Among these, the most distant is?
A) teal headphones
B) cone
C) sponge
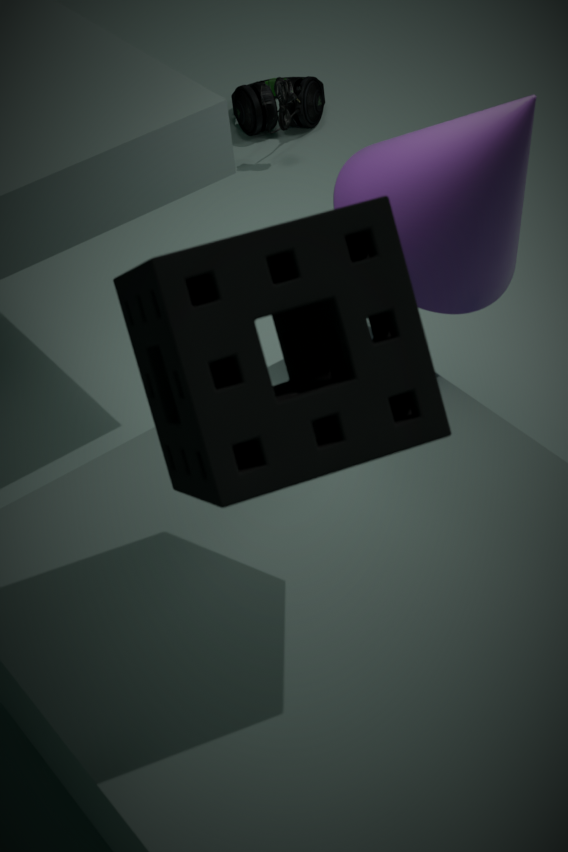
teal headphones
